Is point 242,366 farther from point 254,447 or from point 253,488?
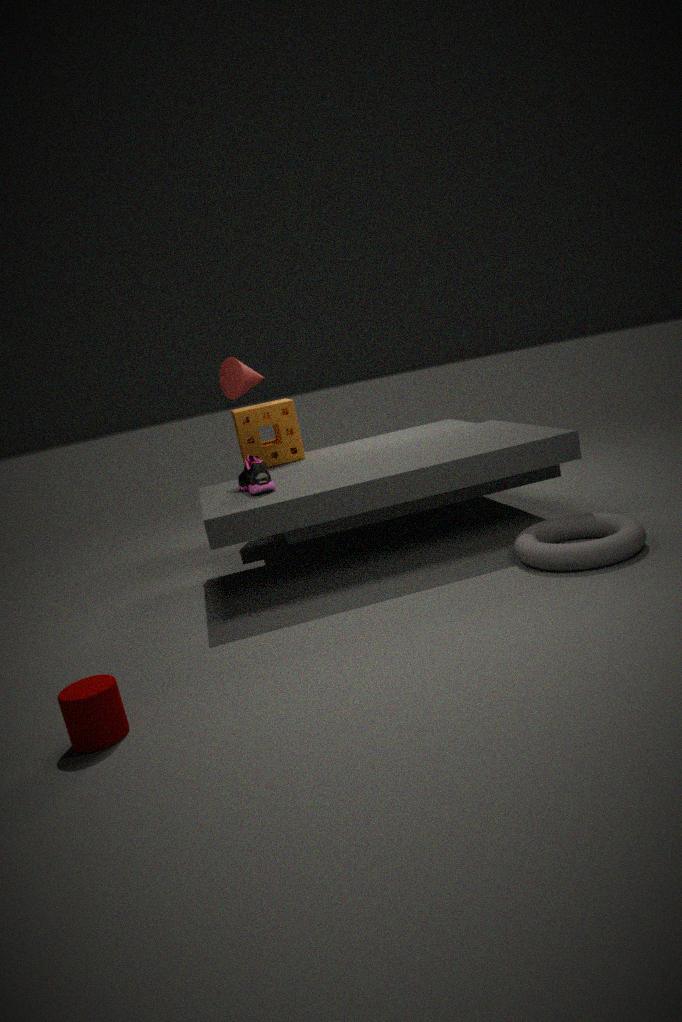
point 254,447
